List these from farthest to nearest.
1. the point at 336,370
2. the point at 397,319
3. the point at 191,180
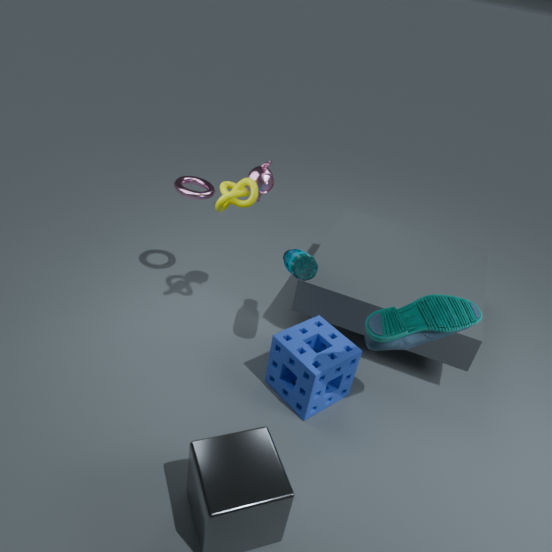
the point at 191,180, the point at 336,370, the point at 397,319
